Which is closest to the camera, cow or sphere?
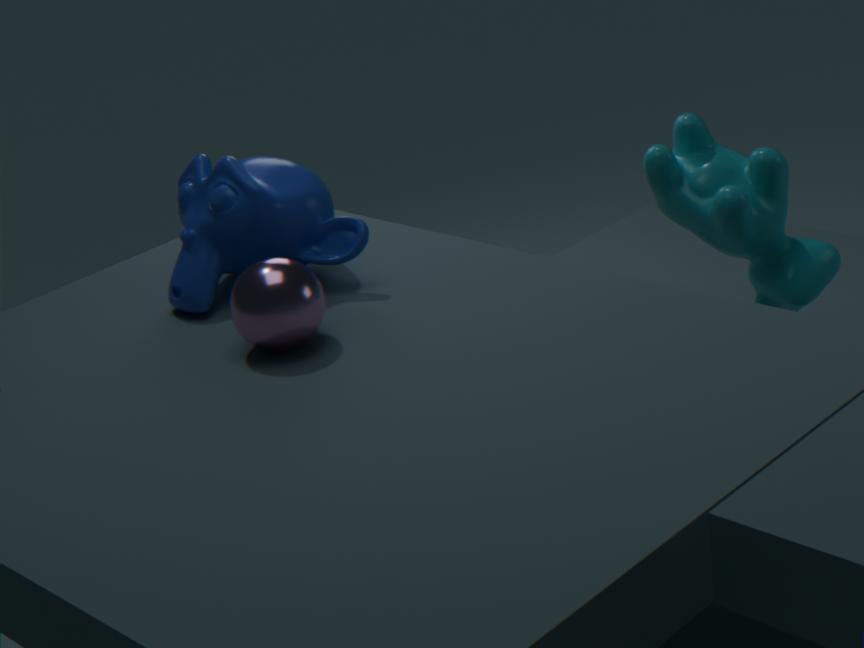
sphere
